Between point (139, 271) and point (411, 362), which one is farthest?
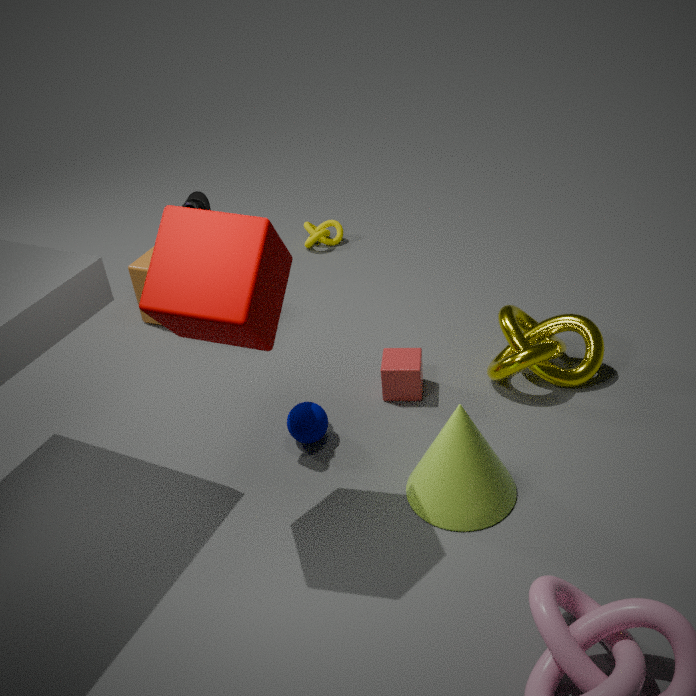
point (139, 271)
